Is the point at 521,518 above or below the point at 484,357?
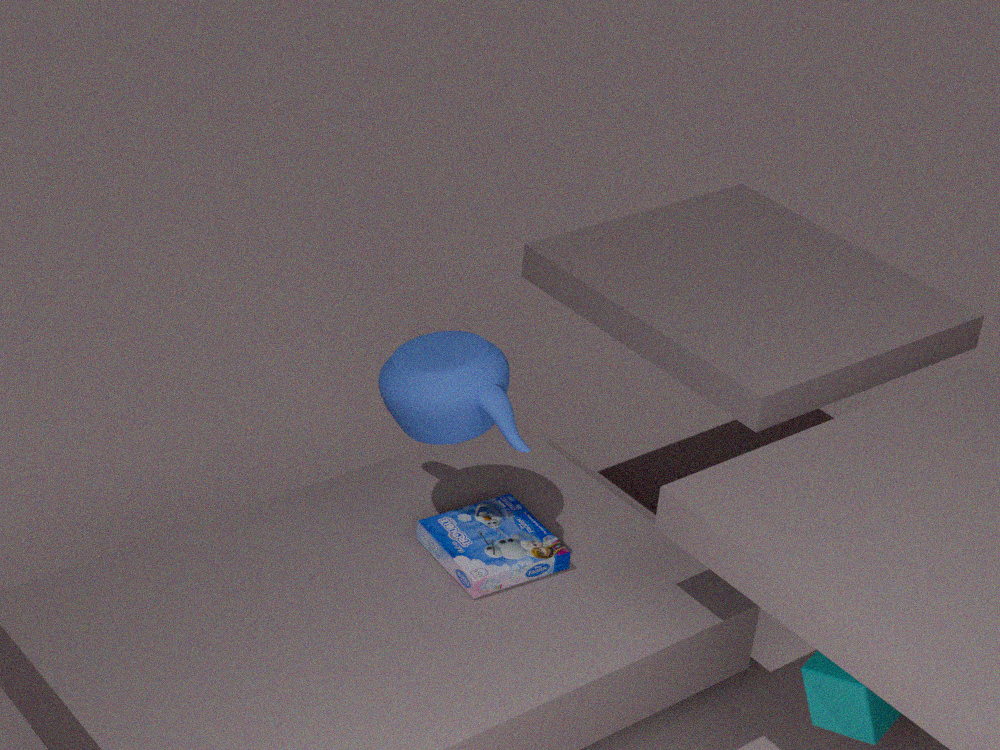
below
